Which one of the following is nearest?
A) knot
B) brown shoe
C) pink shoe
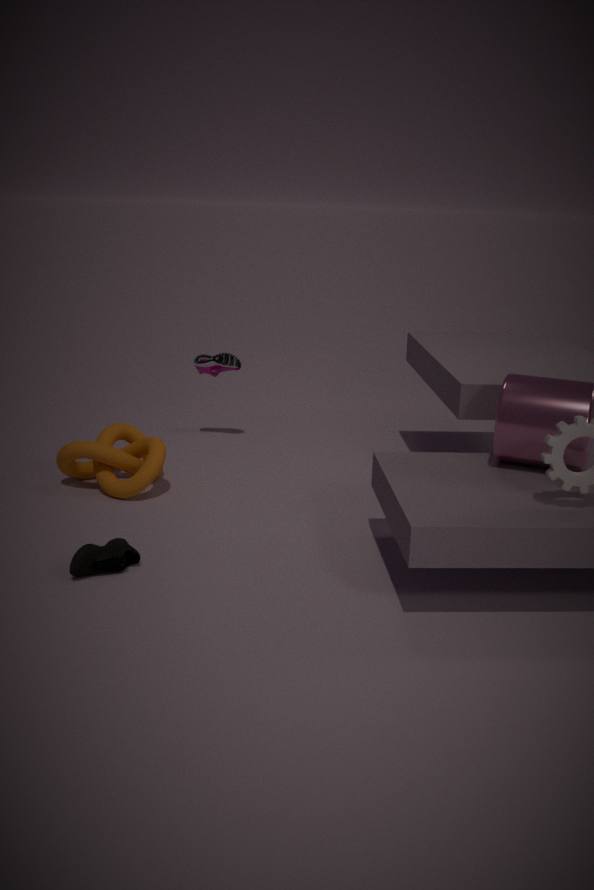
B. brown shoe
